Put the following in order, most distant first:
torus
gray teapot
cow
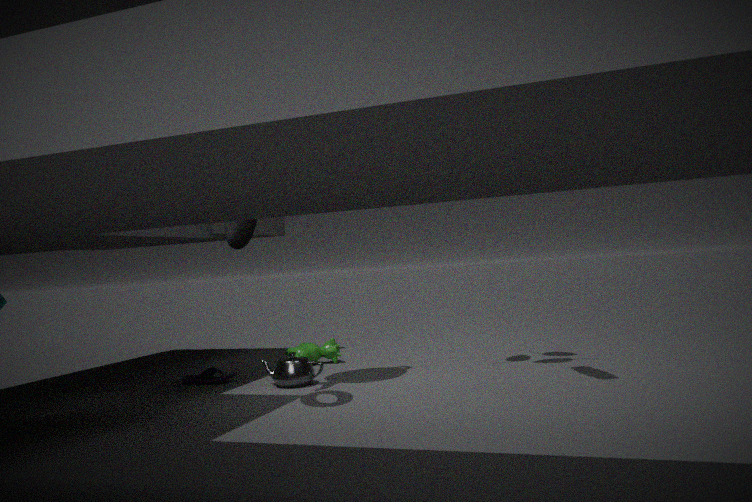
1. cow
2. gray teapot
3. torus
